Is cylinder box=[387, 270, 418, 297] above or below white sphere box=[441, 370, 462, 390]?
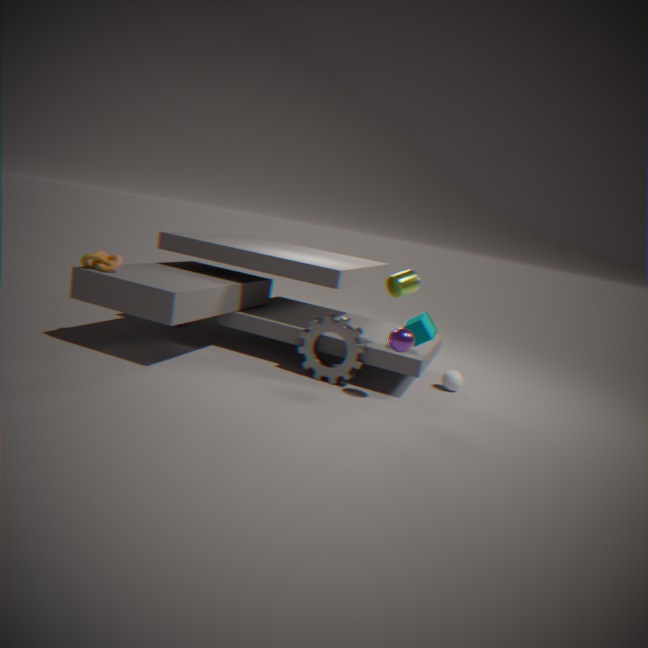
above
